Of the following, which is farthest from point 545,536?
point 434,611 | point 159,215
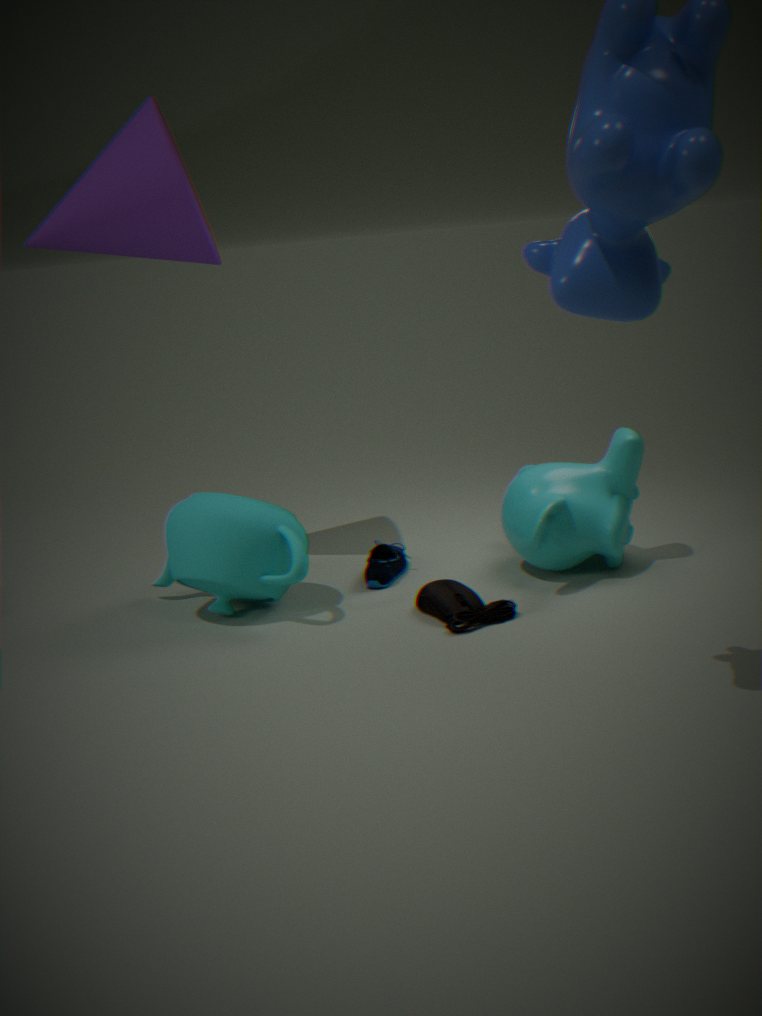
point 159,215
